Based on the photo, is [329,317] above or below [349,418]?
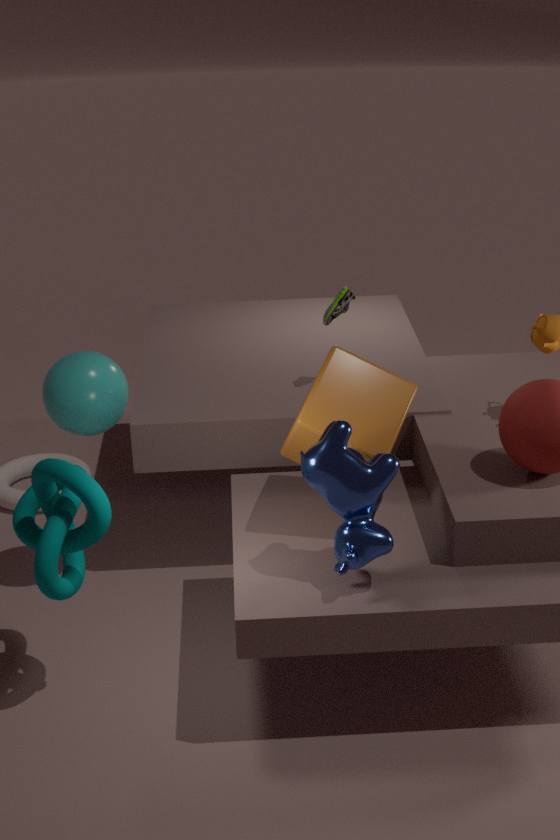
above
